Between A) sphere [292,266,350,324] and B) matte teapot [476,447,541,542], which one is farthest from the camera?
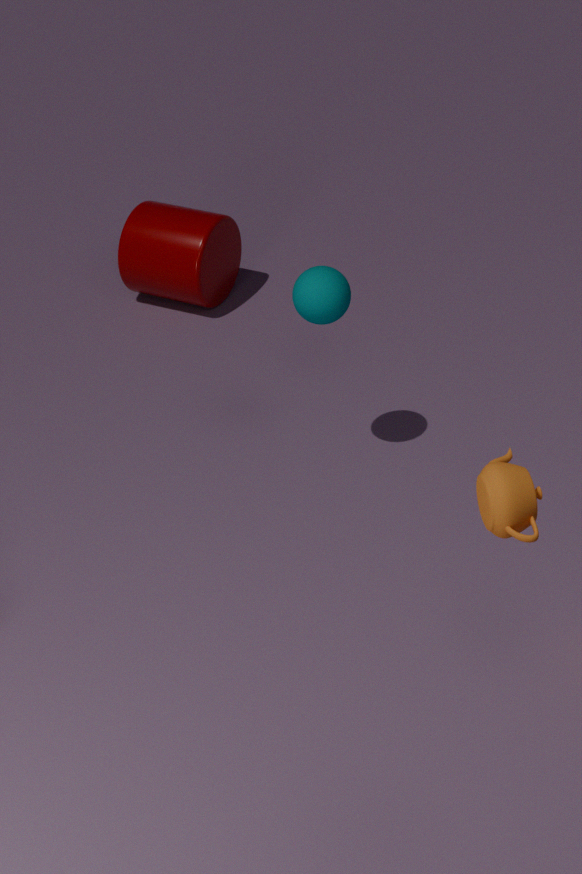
A. sphere [292,266,350,324]
